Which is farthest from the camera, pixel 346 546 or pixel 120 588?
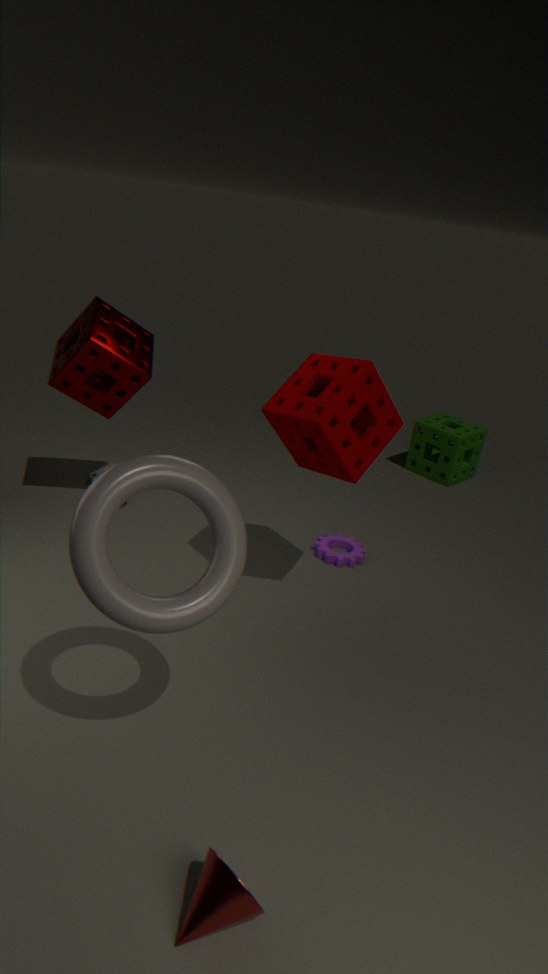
pixel 346 546
